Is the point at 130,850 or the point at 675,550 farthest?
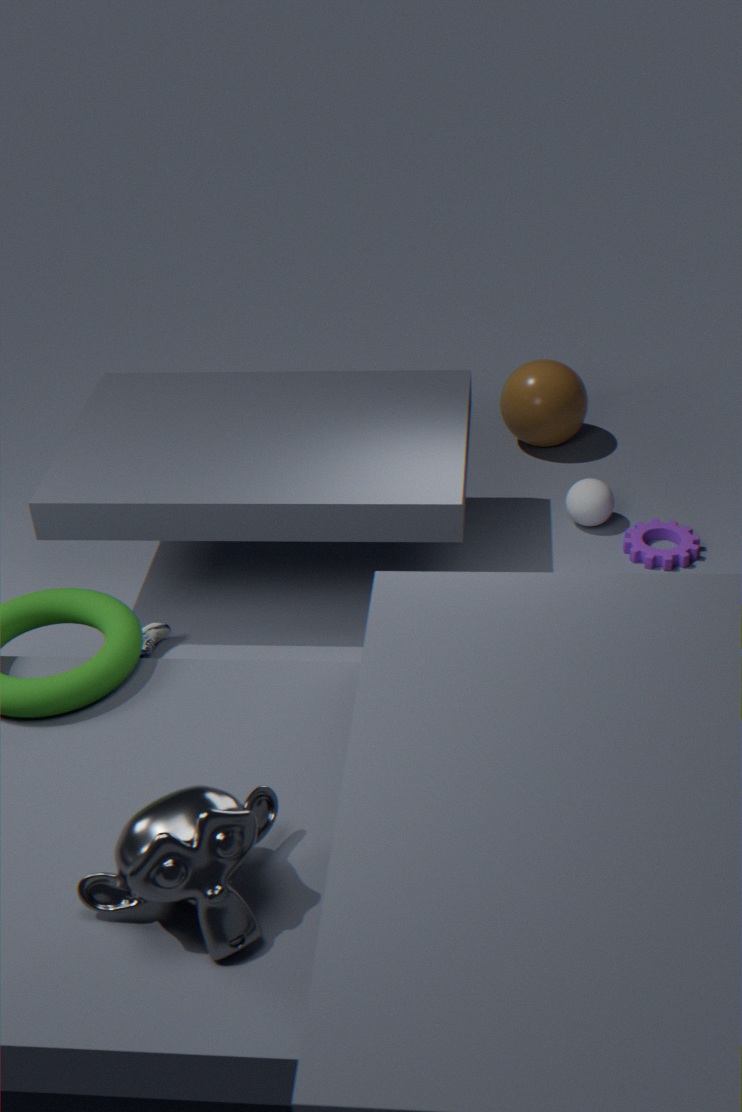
the point at 675,550
